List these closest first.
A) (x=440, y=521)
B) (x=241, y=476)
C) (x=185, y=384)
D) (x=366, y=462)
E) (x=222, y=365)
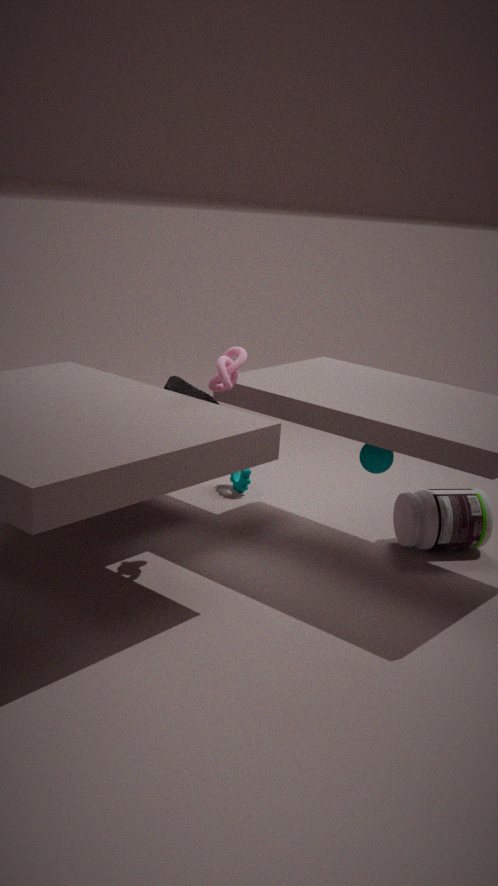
(x=222, y=365) < (x=366, y=462) < (x=440, y=521) < (x=185, y=384) < (x=241, y=476)
